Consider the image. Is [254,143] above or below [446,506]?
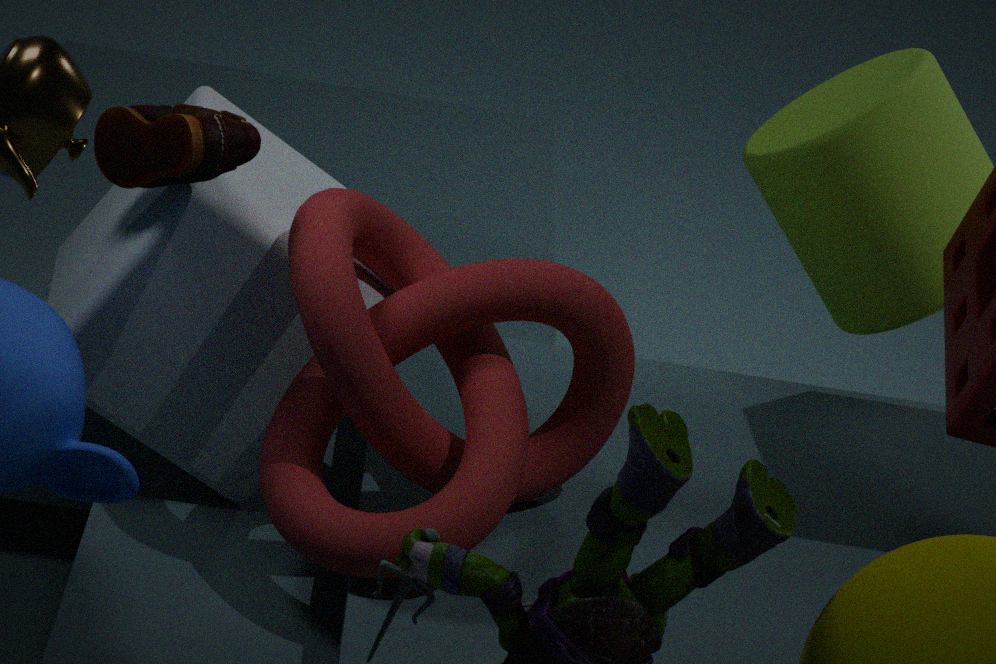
above
